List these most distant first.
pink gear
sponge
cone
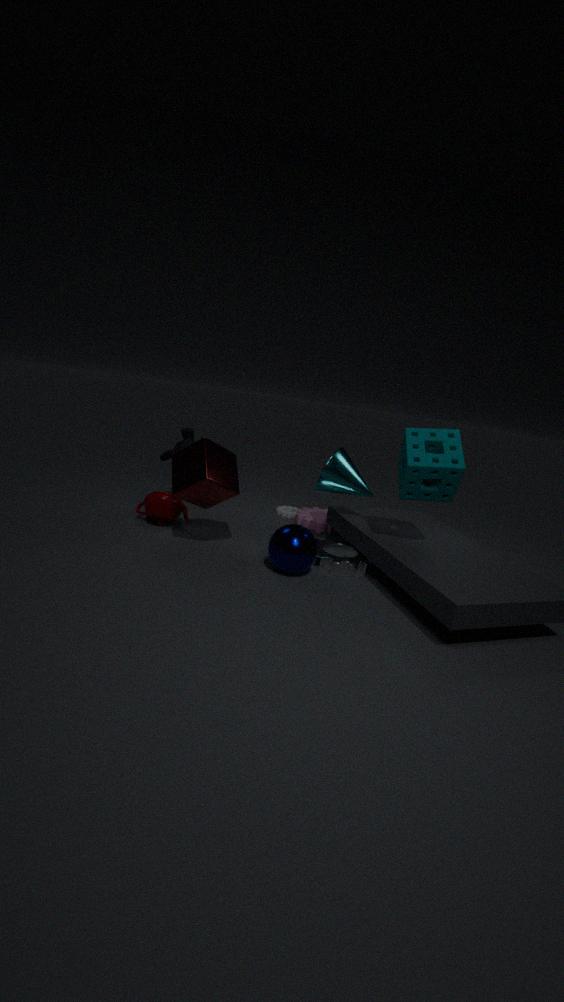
pink gear, cone, sponge
